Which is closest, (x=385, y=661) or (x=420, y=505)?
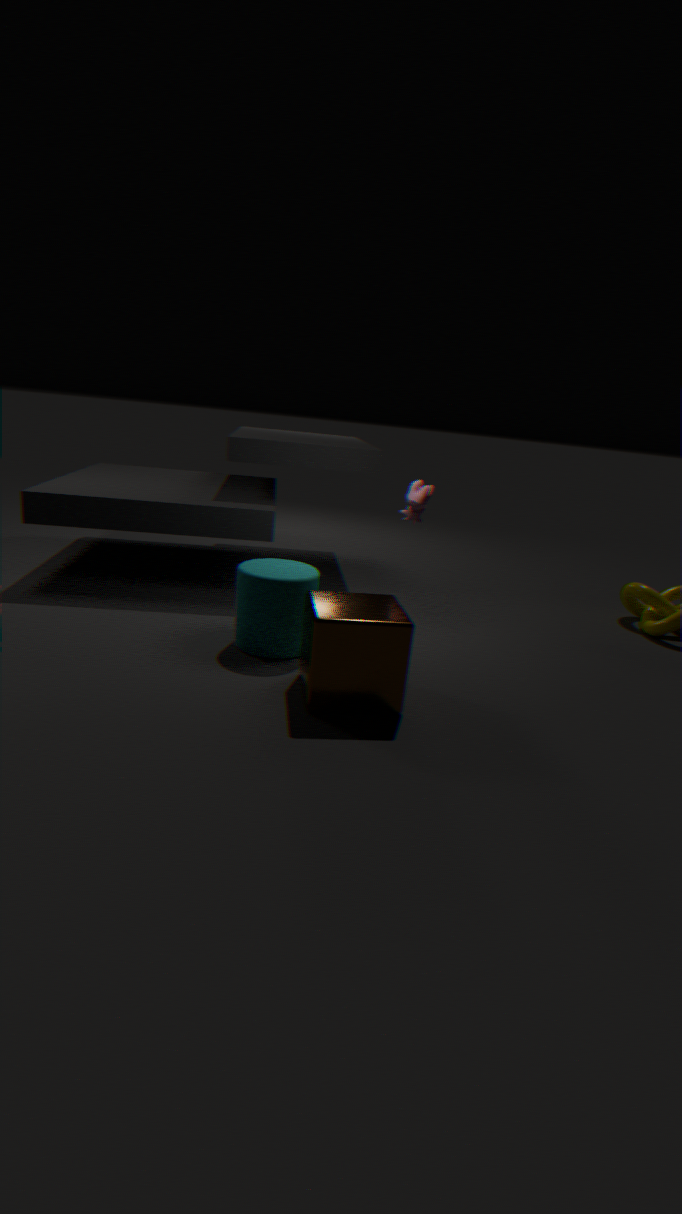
(x=385, y=661)
